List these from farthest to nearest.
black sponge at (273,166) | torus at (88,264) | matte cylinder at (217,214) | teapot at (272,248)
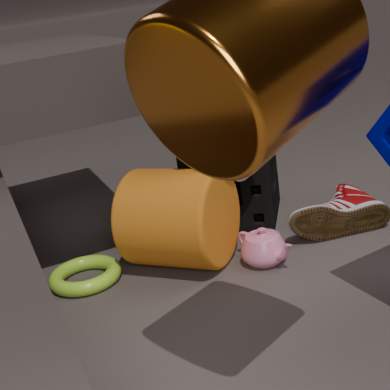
black sponge at (273,166) → torus at (88,264) → teapot at (272,248) → matte cylinder at (217,214)
